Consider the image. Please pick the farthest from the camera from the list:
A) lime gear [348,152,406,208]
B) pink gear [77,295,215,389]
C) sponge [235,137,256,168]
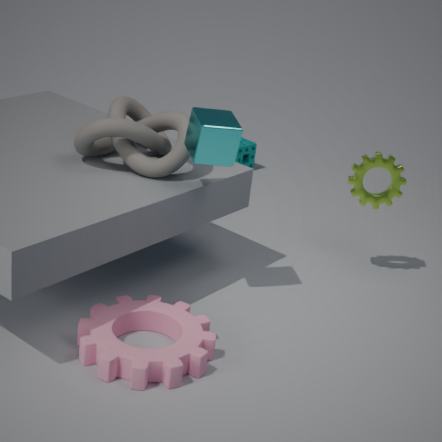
sponge [235,137,256,168]
